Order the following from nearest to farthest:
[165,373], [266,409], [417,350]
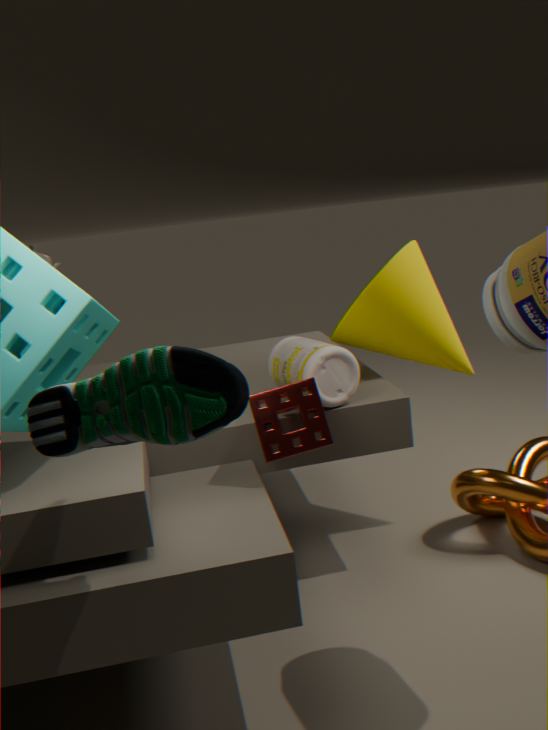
[165,373] → [266,409] → [417,350]
